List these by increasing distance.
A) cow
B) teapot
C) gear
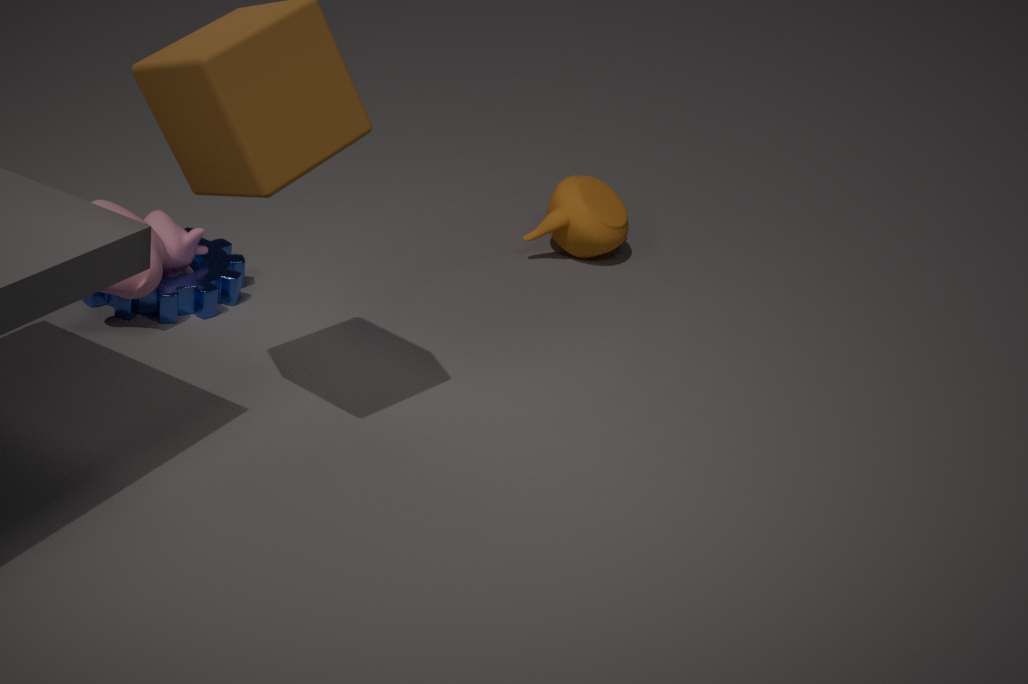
cow → gear → teapot
